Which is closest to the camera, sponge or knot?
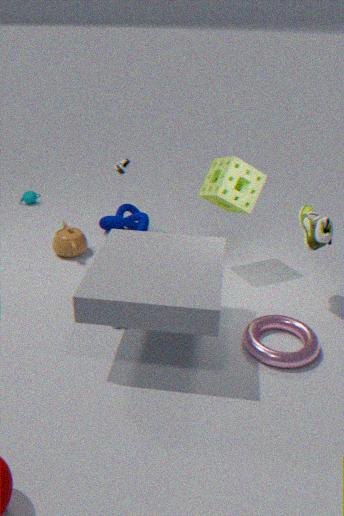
sponge
